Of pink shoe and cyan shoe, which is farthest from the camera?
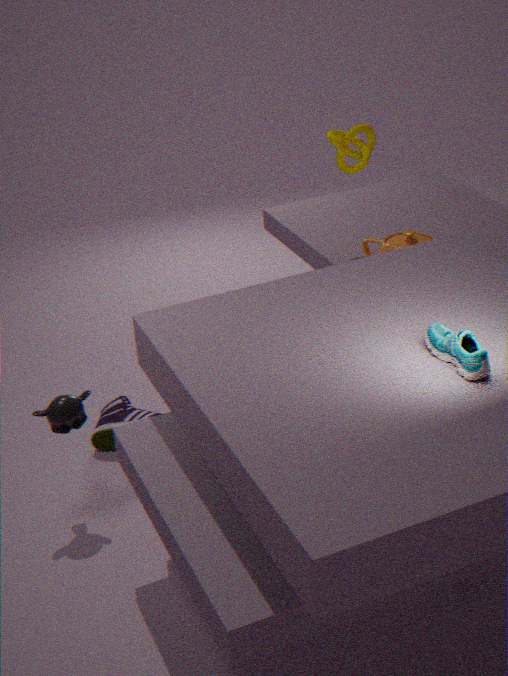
pink shoe
